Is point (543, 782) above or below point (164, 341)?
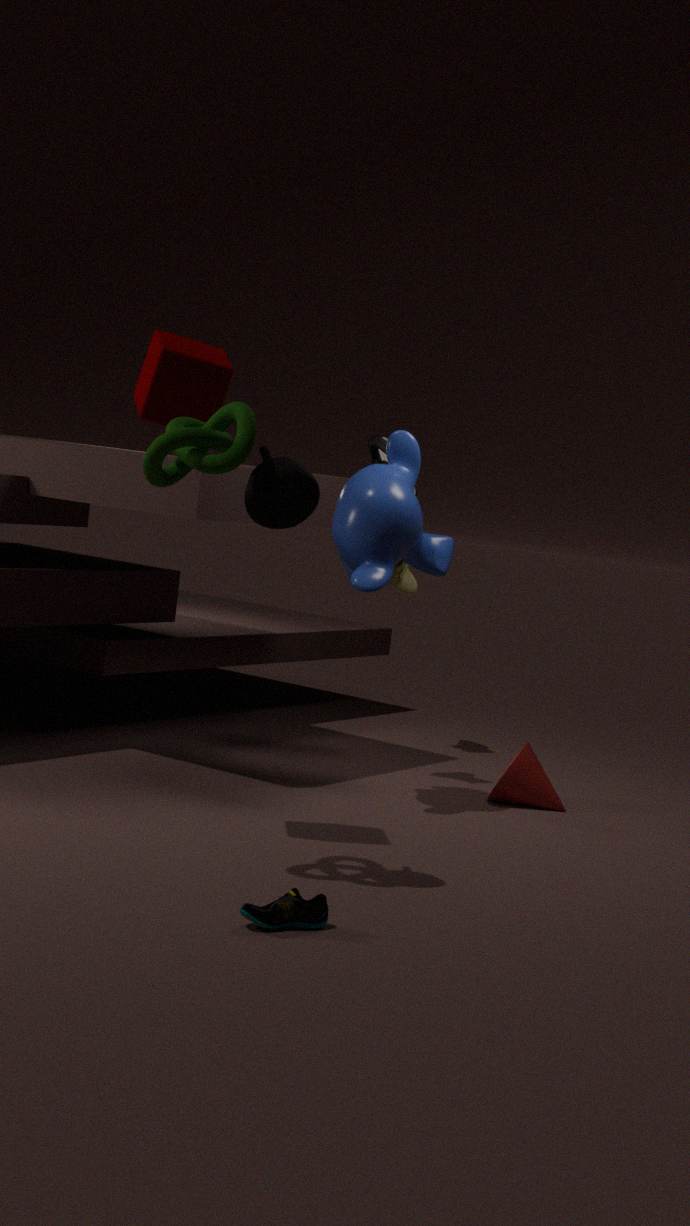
below
